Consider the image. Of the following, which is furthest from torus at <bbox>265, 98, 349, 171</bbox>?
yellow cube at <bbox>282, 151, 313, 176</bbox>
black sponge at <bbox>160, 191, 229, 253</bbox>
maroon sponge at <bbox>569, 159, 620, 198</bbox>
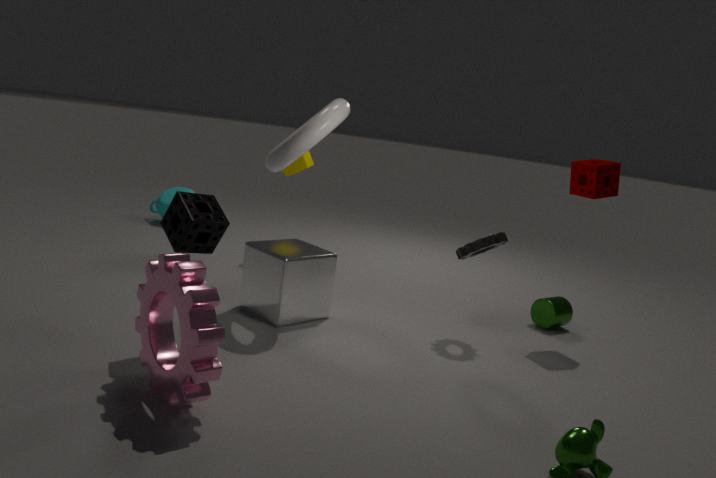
maroon sponge at <bbox>569, 159, 620, 198</bbox>
